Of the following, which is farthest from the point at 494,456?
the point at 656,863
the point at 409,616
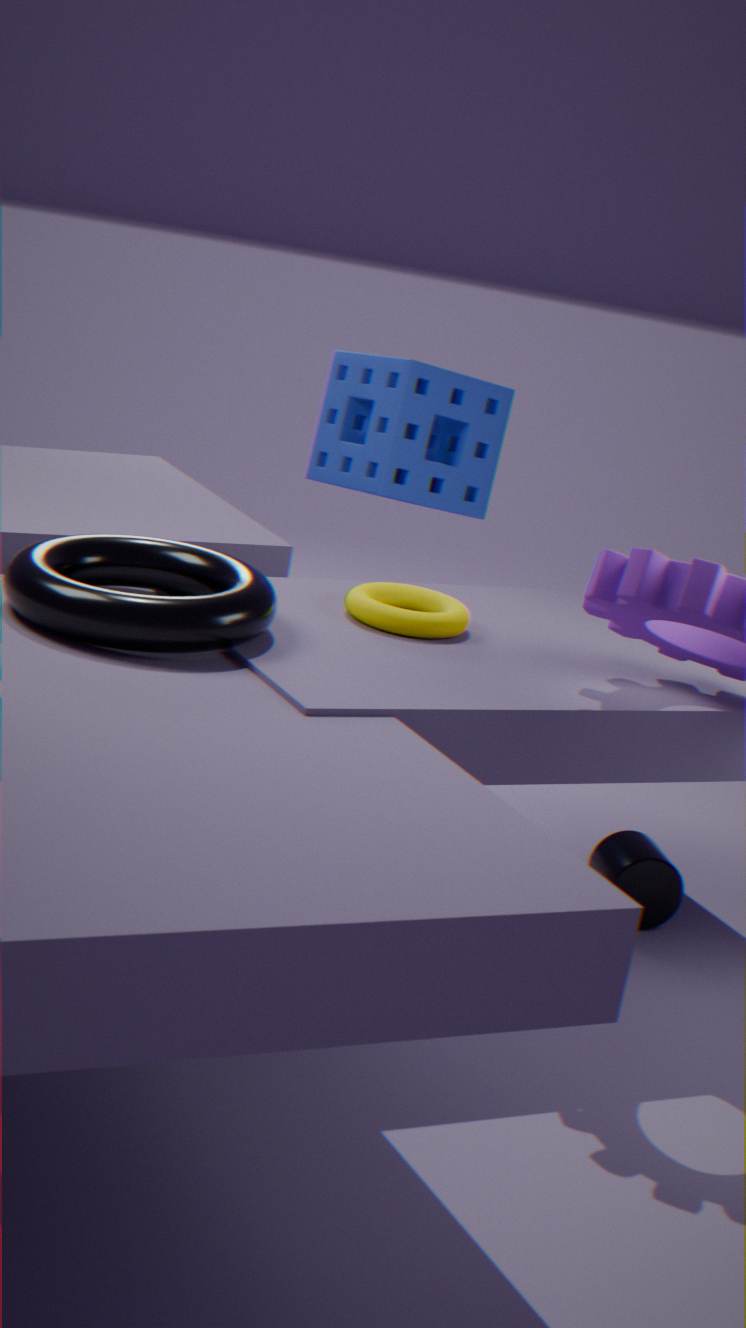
the point at 656,863
